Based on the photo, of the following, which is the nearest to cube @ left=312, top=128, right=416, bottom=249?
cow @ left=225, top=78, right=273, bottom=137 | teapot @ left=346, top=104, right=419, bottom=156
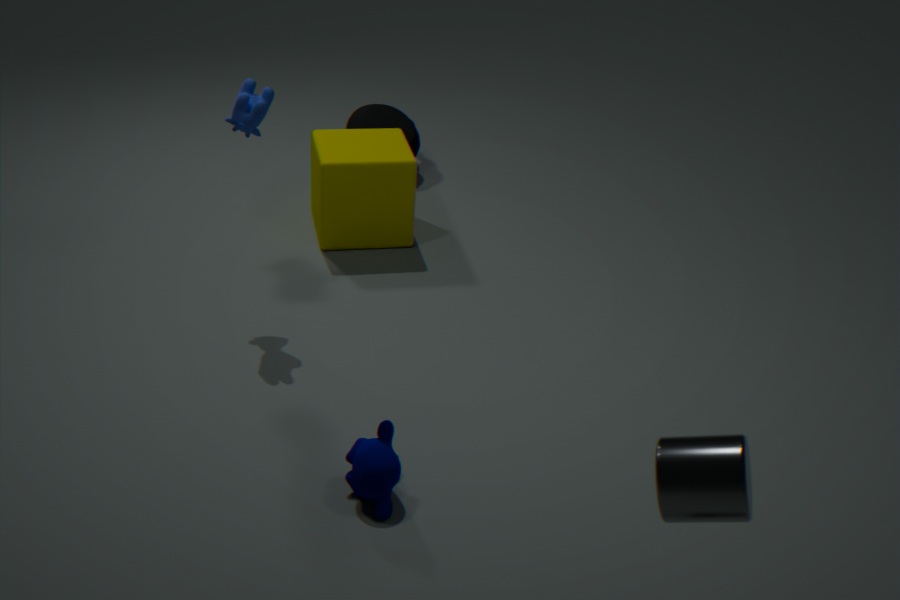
teapot @ left=346, top=104, right=419, bottom=156
